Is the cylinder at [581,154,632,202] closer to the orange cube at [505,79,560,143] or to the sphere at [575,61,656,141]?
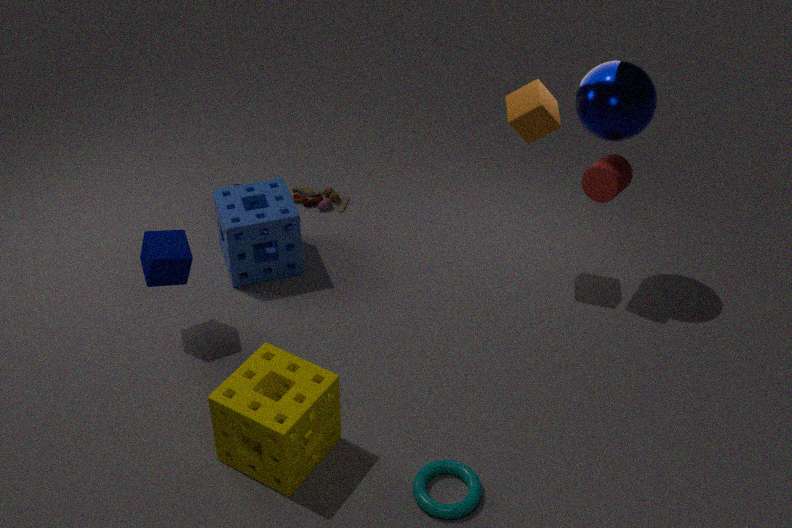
the sphere at [575,61,656,141]
